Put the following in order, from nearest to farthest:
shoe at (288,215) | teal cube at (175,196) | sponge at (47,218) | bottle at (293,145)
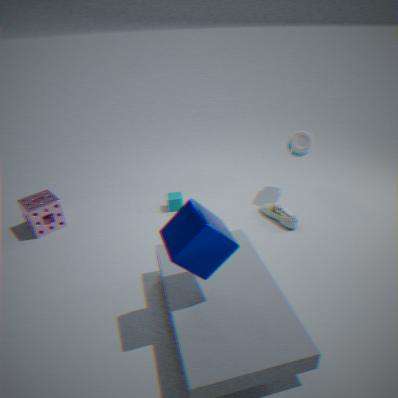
sponge at (47,218), shoe at (288,215), bottle at (293,145), teal cube at (175,196)
